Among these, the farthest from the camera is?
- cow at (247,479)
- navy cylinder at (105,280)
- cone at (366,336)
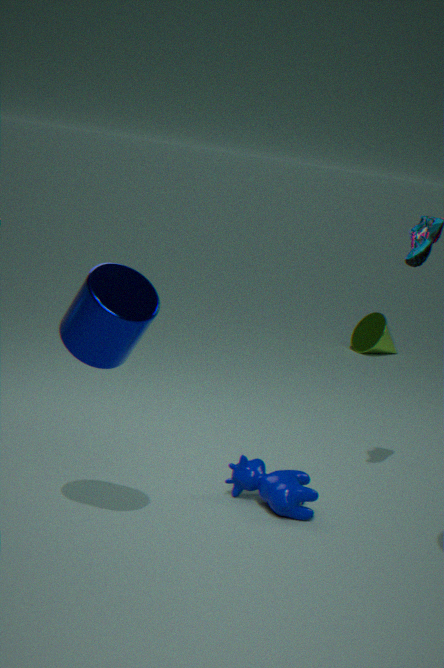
cone at (366,336)
